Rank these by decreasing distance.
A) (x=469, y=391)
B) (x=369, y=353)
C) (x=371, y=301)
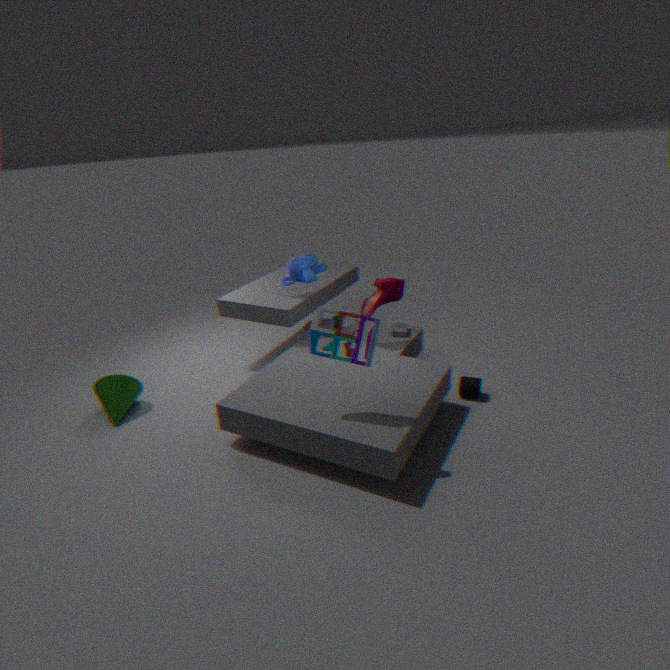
(x=371, y=301) < (x=469, y=391) < (x=369, y=353)
